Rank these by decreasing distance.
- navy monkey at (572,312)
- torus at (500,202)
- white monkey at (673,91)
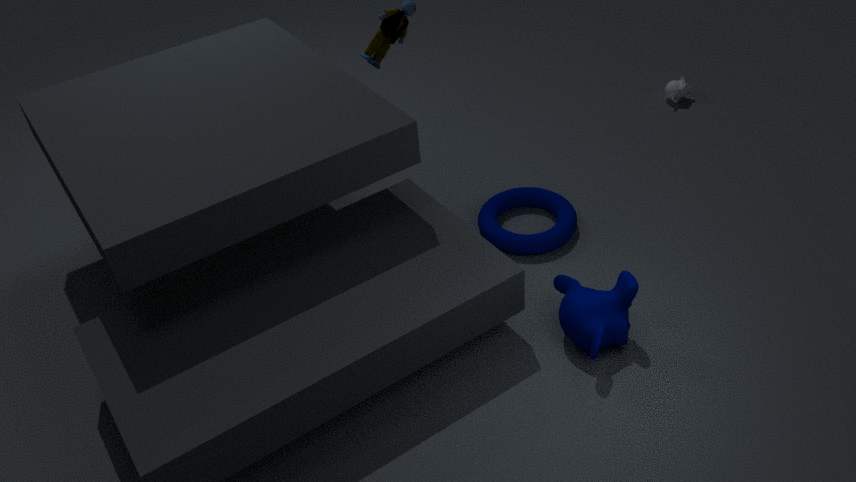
white monkey at (673,91) → torus at (500,202) → navy monkey at (572,312)
